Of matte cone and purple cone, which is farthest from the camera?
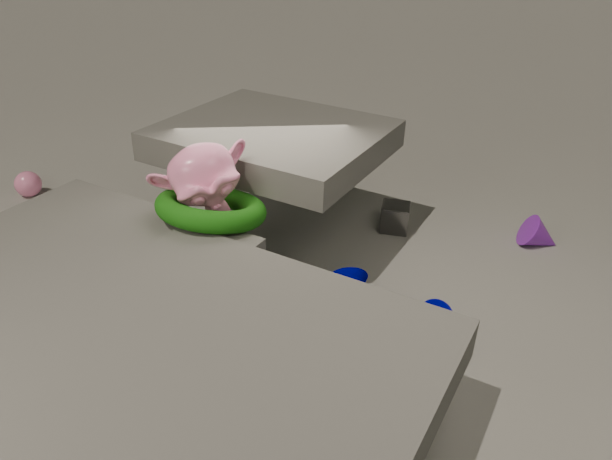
purple cone
